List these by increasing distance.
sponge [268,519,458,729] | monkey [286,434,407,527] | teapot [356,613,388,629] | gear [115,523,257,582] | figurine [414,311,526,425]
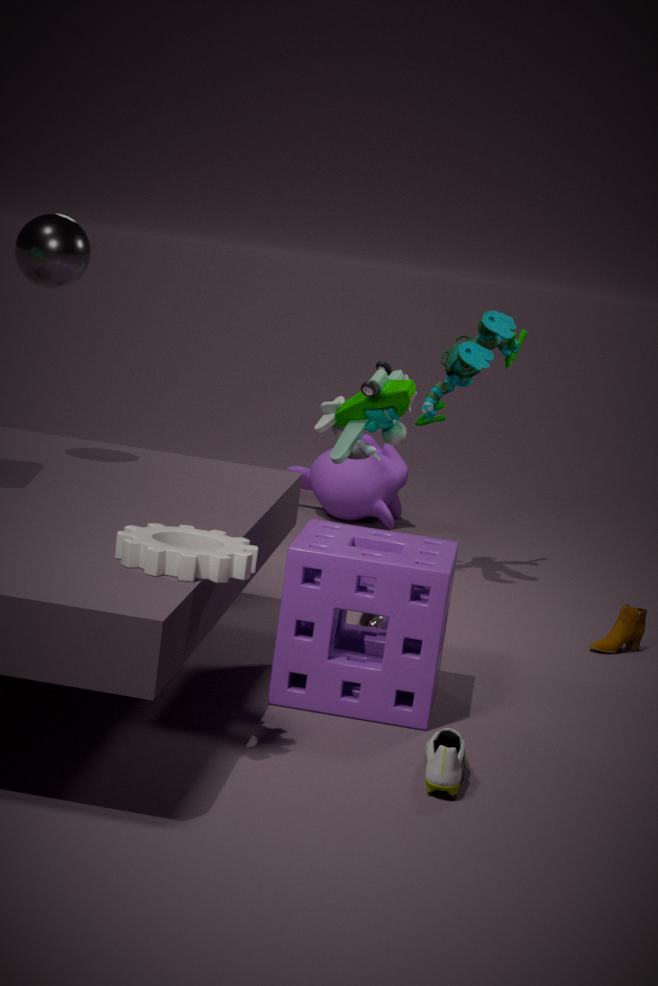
gear [115,523,257,582]
sponge [268,519,458,729]
teapot [356,613,388,629]
figurine [414,311,526,425]
monkey [286,434,407,527]
